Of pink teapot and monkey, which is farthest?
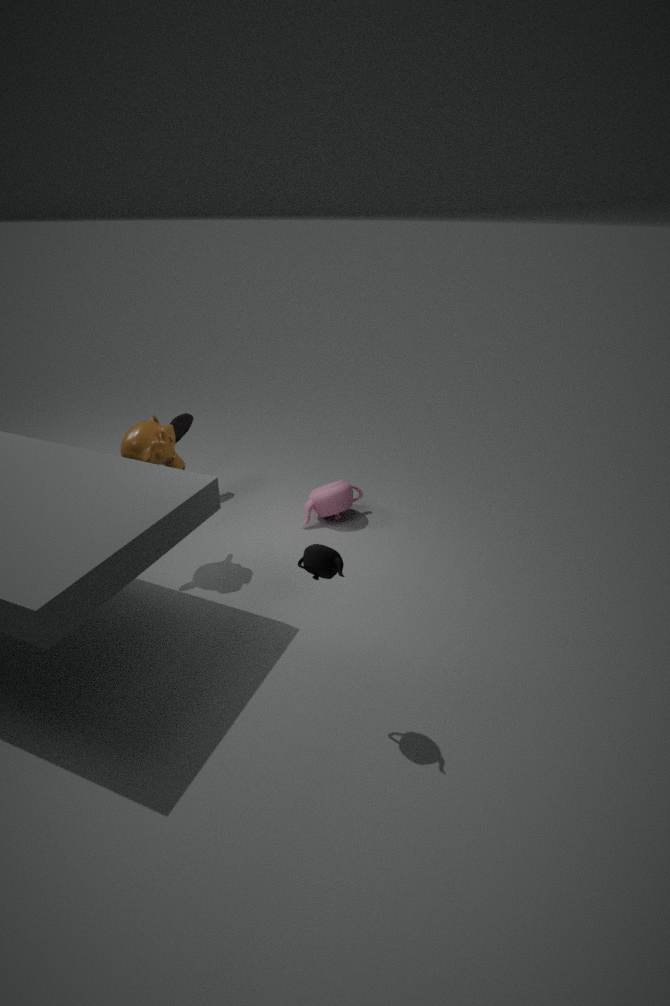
pink teapot
